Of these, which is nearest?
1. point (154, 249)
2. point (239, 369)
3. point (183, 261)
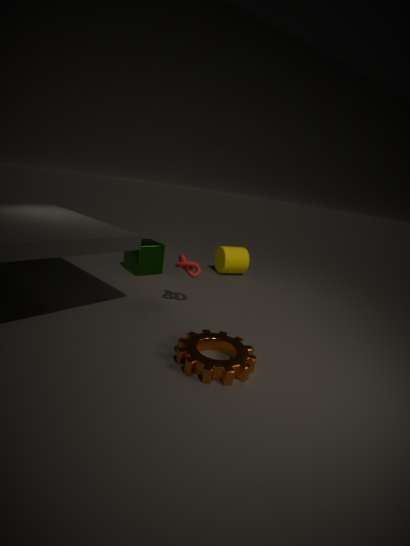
point (239, 369)
